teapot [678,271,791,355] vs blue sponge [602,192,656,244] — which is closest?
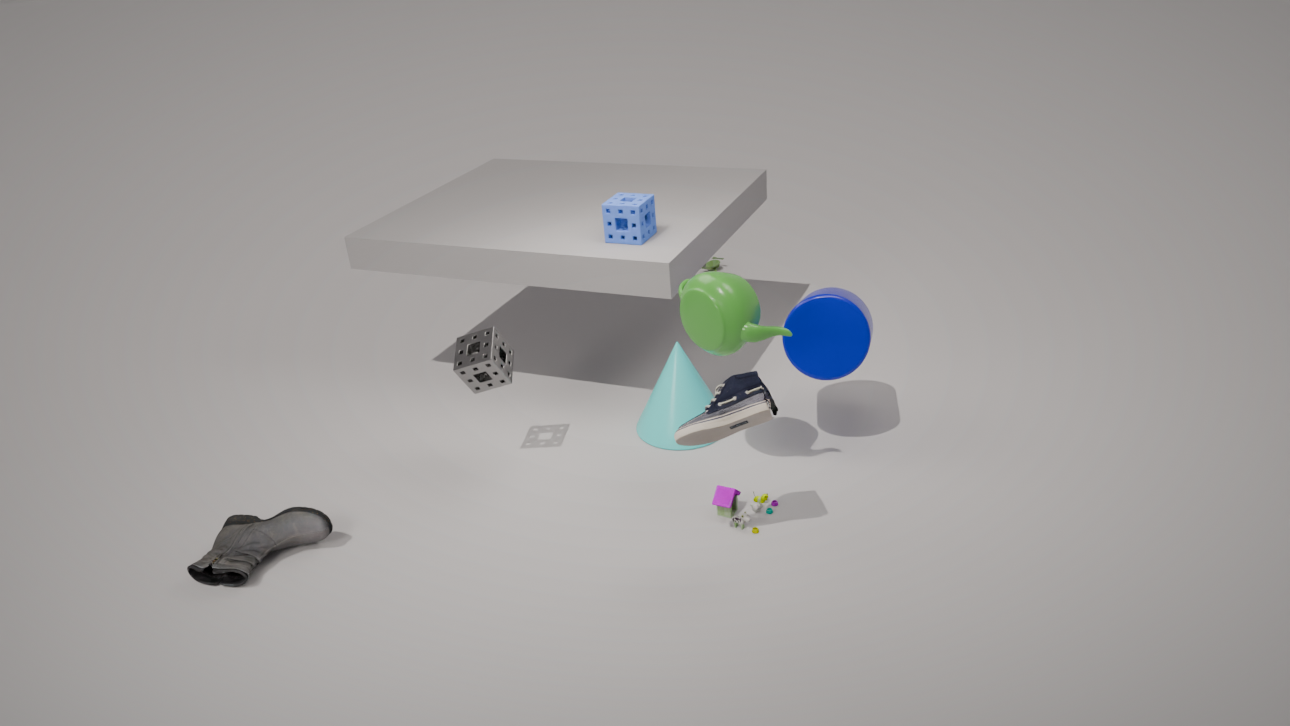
teapot [678,271,791,355]
